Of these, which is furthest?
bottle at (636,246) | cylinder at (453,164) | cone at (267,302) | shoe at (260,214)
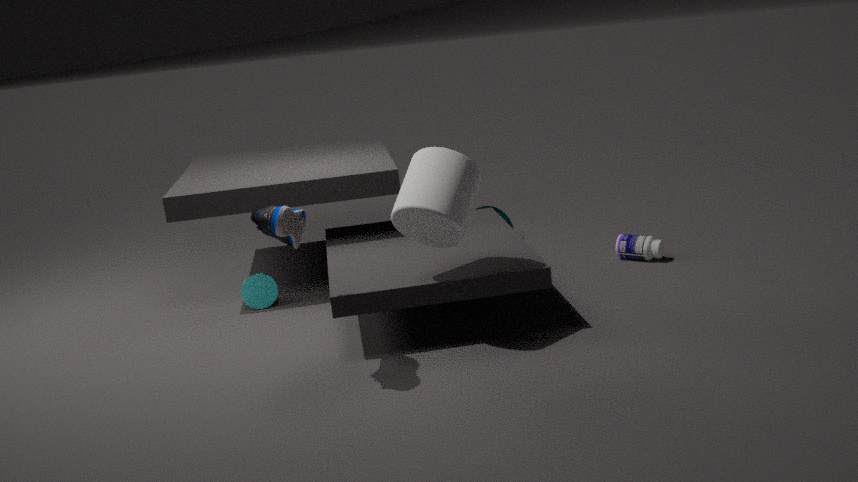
bottle at (636,246)
